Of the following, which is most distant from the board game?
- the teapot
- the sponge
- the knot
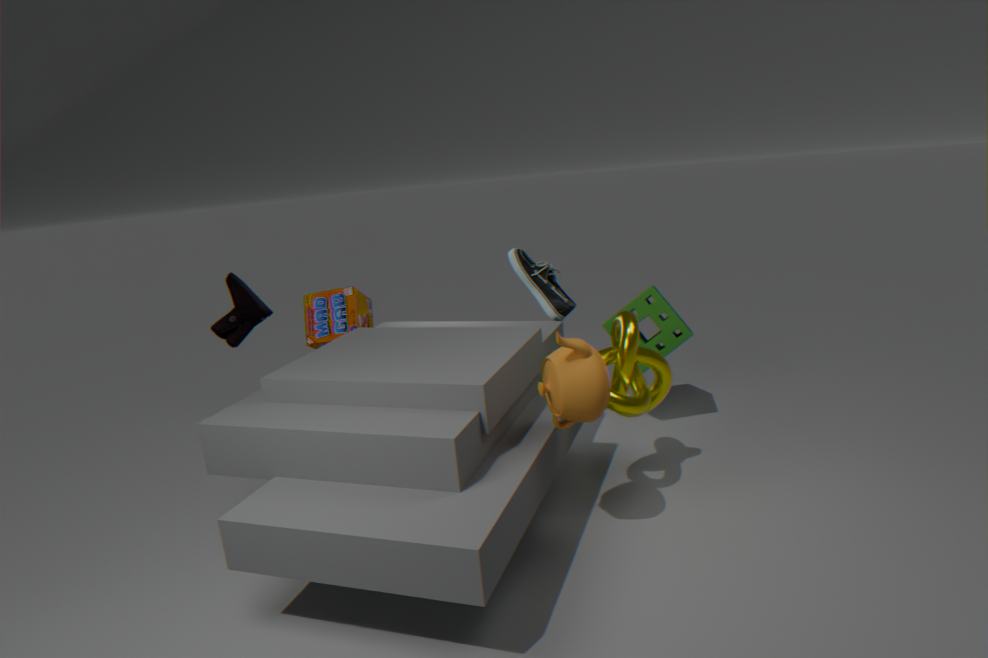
the teapot
